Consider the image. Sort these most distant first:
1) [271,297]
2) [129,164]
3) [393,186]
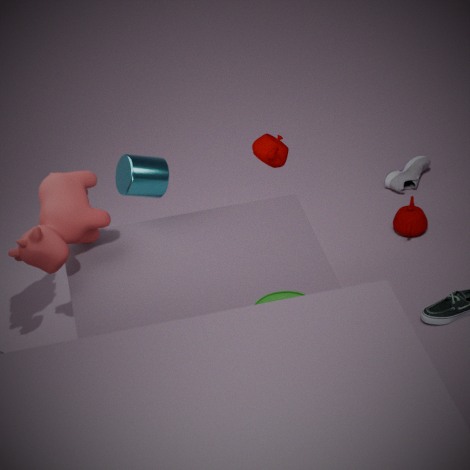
3. [393,186]
2. [129,164]
1. [271,297]
